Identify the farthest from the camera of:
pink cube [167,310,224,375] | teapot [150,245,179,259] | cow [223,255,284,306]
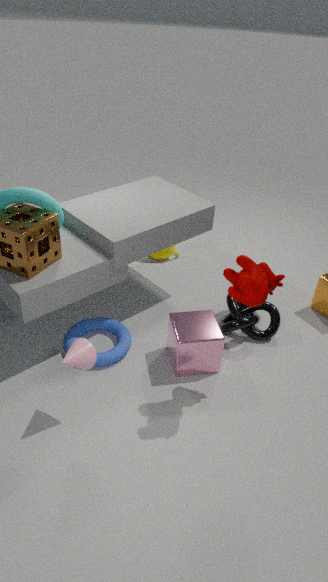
teapot [150,245,179,259]
